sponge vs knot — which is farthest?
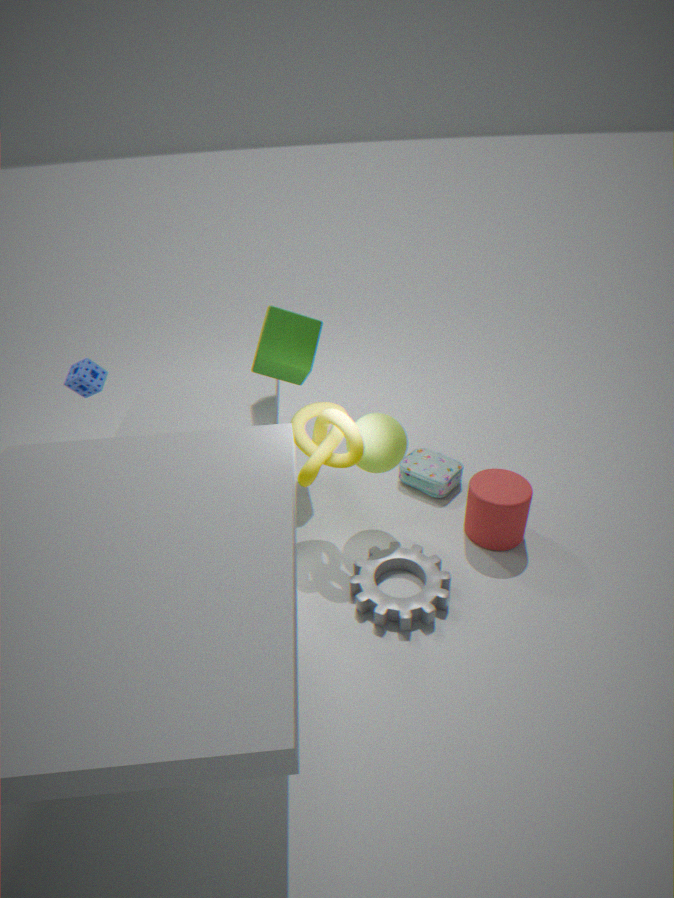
sponge
